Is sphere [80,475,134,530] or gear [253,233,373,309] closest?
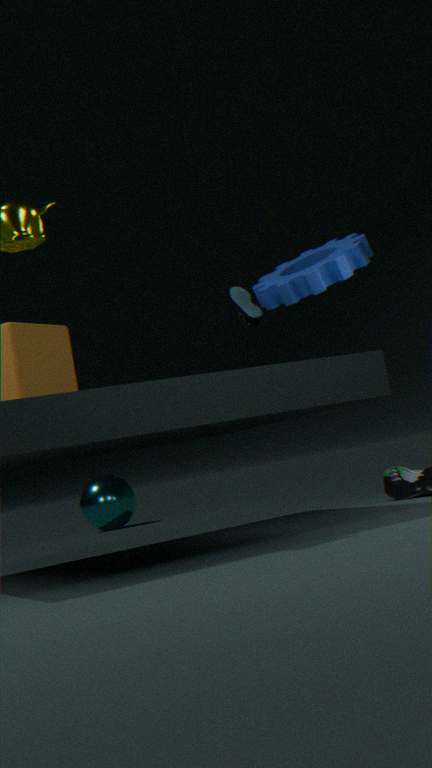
gear [253,233,373,309]
